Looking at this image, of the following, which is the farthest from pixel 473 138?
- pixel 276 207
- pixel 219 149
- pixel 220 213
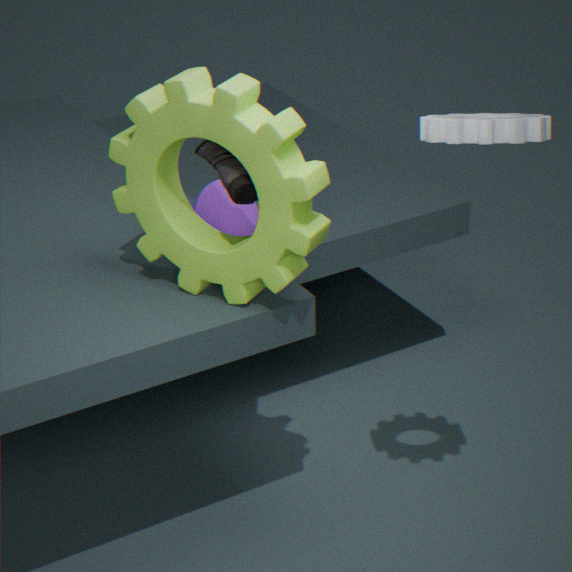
pixel 220 213
